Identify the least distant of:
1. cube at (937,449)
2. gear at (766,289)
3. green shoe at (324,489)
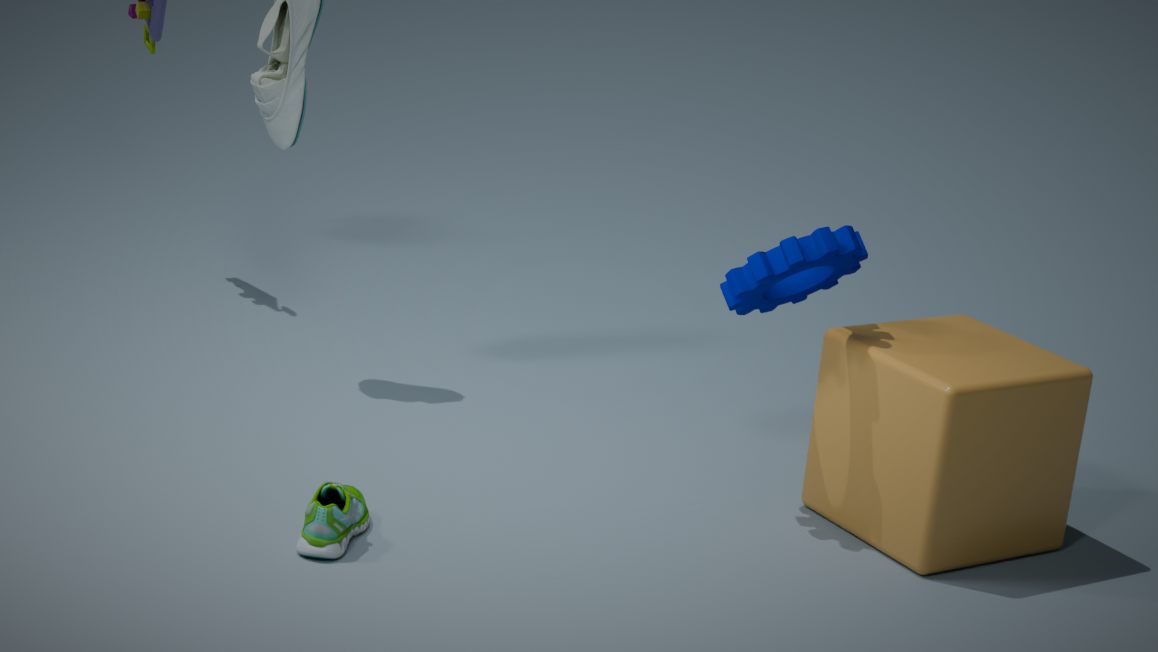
green shoe at (324,489)
